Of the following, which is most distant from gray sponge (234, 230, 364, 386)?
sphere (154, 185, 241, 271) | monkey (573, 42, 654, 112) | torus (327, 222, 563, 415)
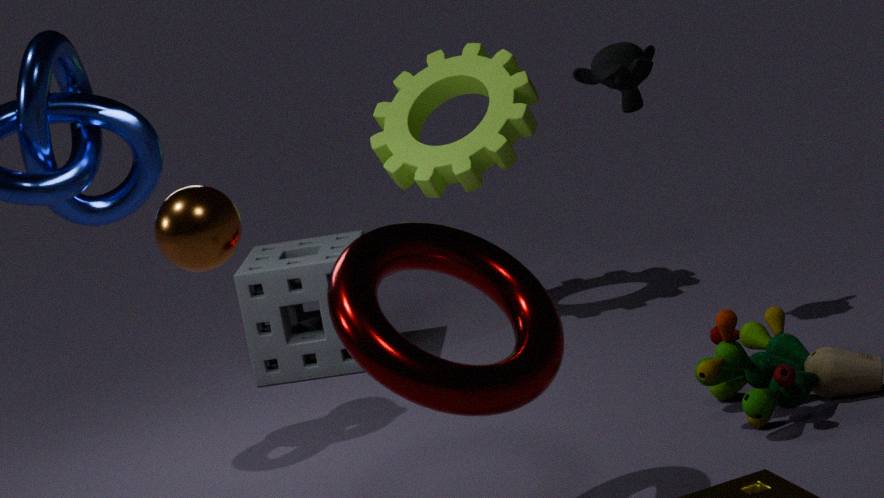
sphere (154, 185, 241, 271)
